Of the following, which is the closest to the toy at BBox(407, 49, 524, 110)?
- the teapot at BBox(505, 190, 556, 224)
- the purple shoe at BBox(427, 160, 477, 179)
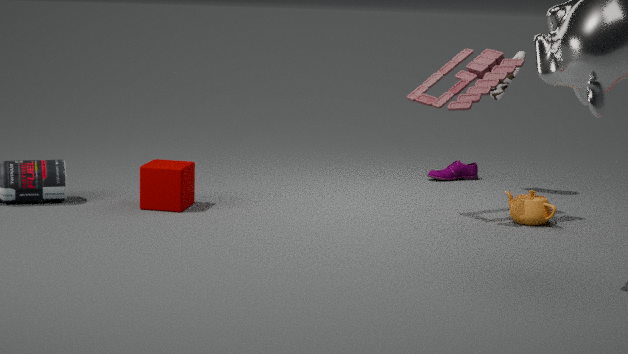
the teapot at BBox(505, 190, 556, 224)
